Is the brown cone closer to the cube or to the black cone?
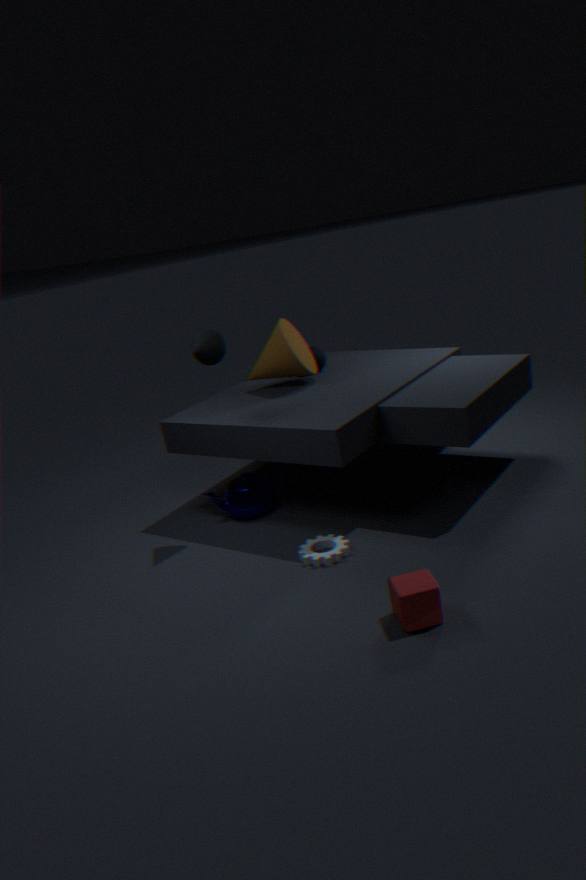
the black cone
